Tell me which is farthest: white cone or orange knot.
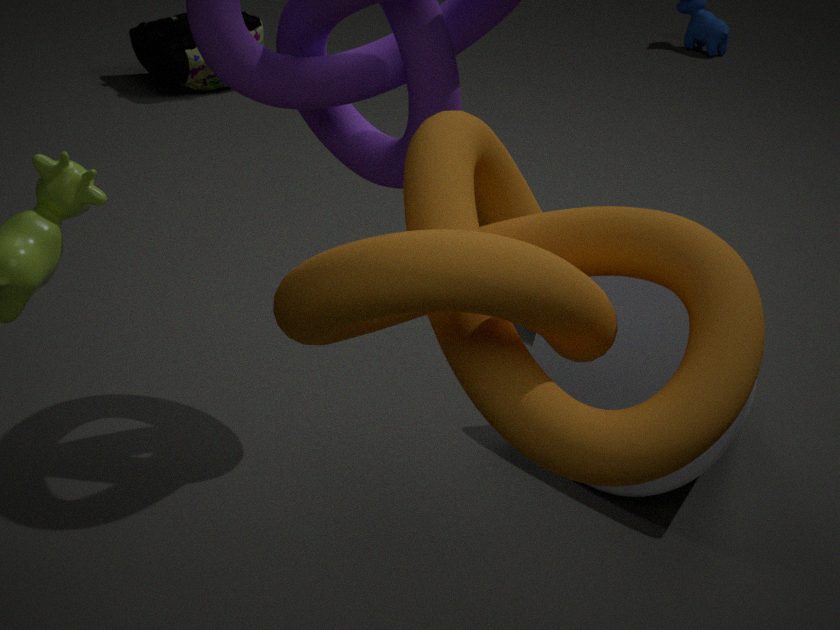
white cone
